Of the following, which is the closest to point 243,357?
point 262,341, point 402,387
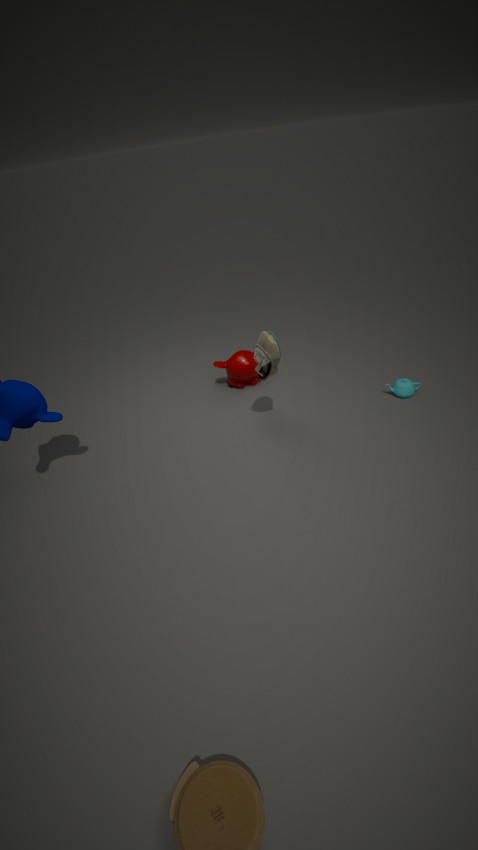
point 262,341
